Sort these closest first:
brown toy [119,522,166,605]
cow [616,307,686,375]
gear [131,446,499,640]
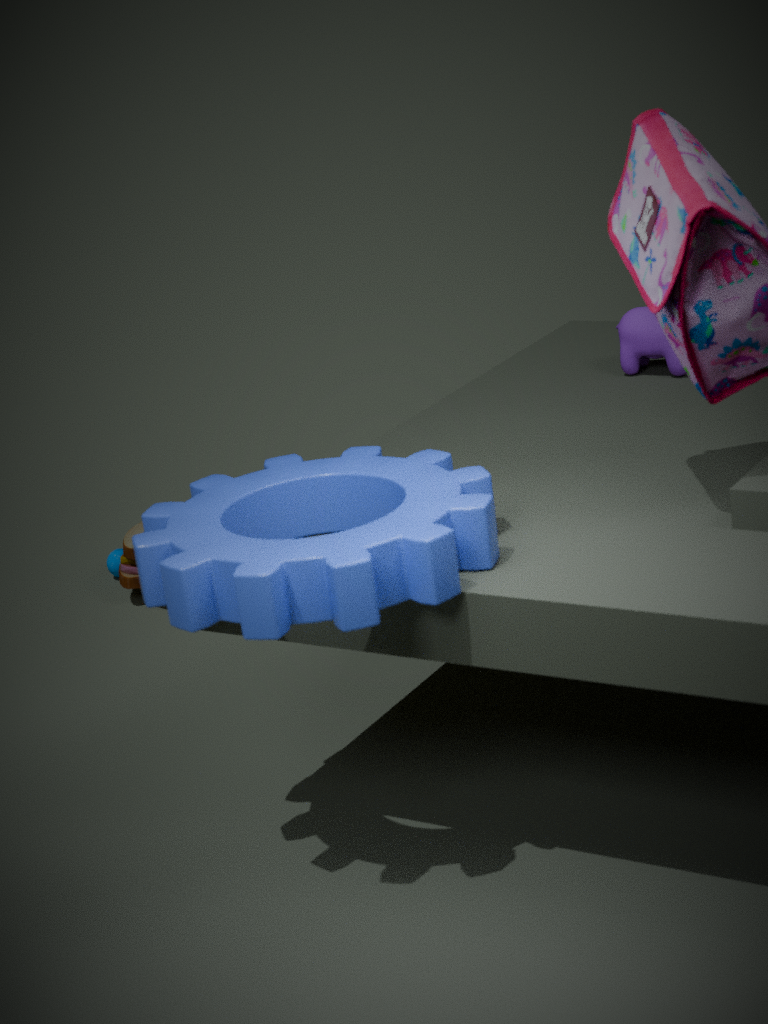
gear [131,446,499,640], cow [616,307,686,375], brown toy [119,522,166,605]
